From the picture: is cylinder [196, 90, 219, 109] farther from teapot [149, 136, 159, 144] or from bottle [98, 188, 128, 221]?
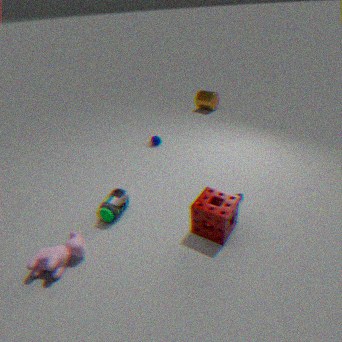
bottle [98, 188, 128, 221]
